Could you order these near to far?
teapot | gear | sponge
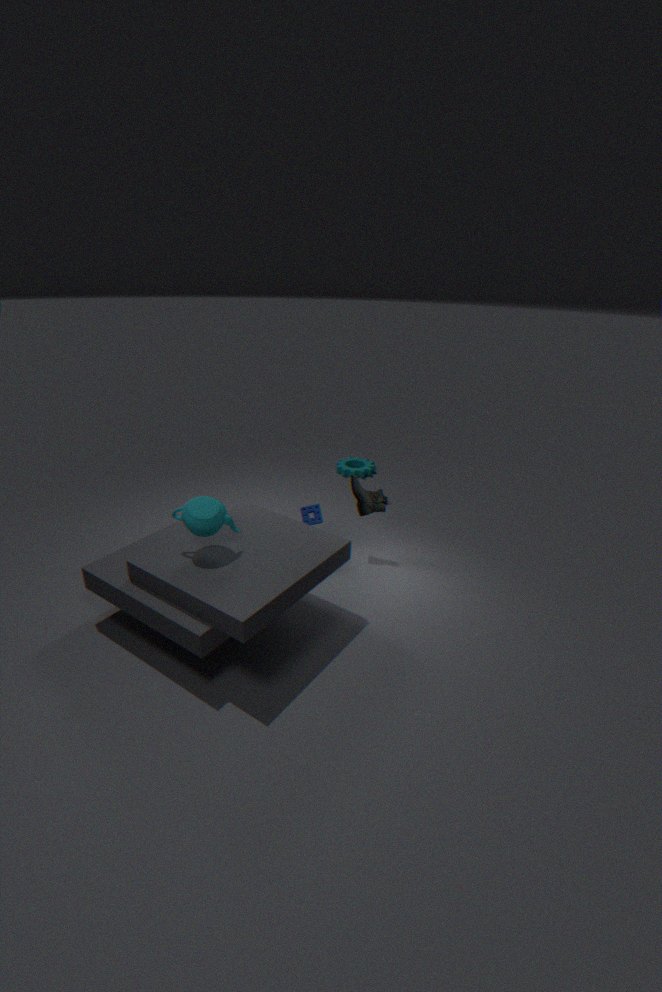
teapot < sponge < gear
